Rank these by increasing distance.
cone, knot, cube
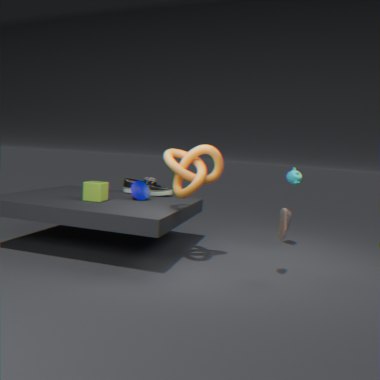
knot → cube → cone
